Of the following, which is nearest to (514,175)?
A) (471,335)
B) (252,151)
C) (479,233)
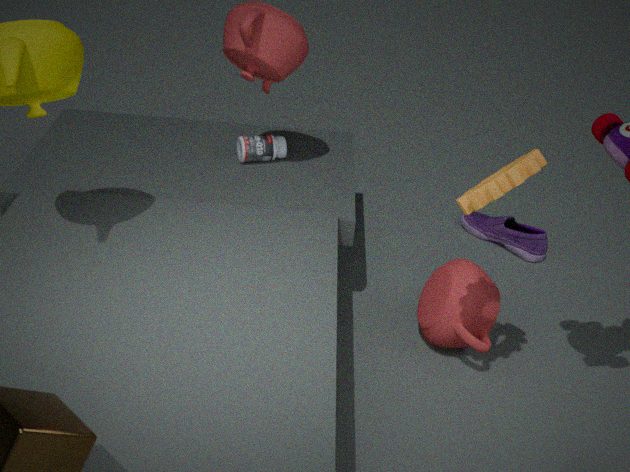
(471,335)
